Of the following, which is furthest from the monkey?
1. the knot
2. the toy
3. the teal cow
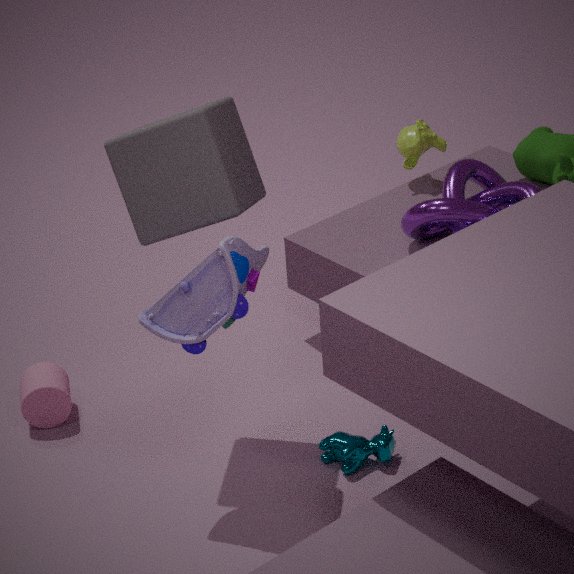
the teal cow
